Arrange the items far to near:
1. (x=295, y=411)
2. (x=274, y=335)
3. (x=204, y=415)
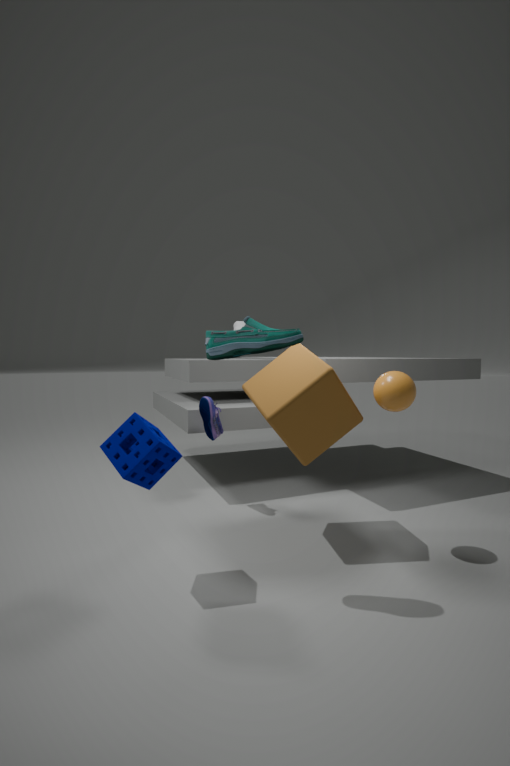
1. (x=204, y=415)
2. (x=295, y=411)
3. (x=274, y=335)
